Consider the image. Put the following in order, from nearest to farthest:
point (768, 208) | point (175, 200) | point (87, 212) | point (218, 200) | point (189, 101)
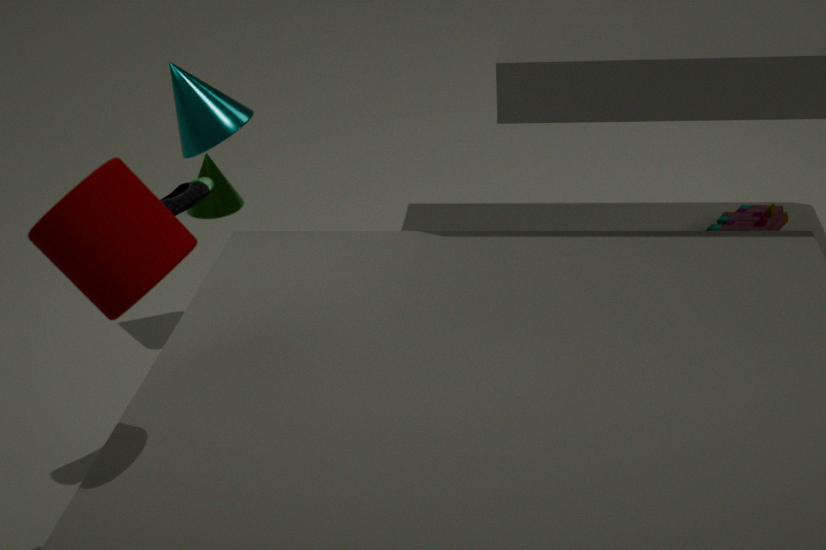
point (87, 212) < point (175, 200) < point (189, 101) < point (768, 208) < point (218, 200)
